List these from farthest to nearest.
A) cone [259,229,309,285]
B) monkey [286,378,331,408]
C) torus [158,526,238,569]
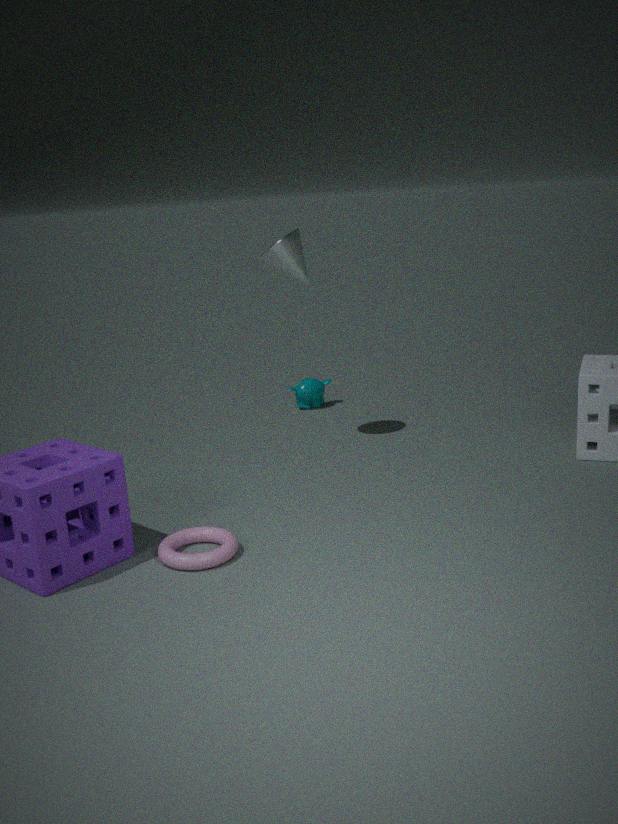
monkey [286,378,331,408] < cone [259,229,309,285] < torus [158,526,238,569]
